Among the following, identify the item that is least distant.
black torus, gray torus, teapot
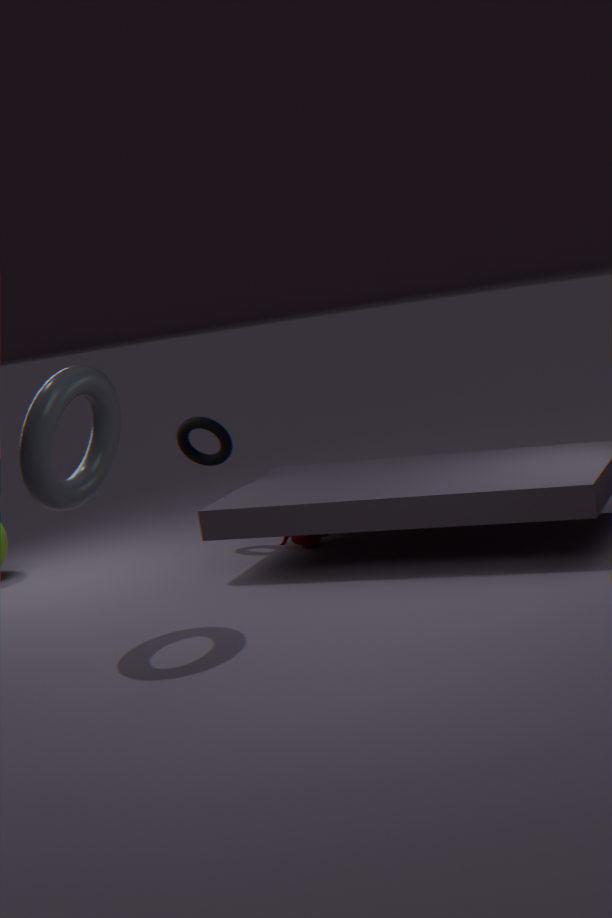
gray torus
